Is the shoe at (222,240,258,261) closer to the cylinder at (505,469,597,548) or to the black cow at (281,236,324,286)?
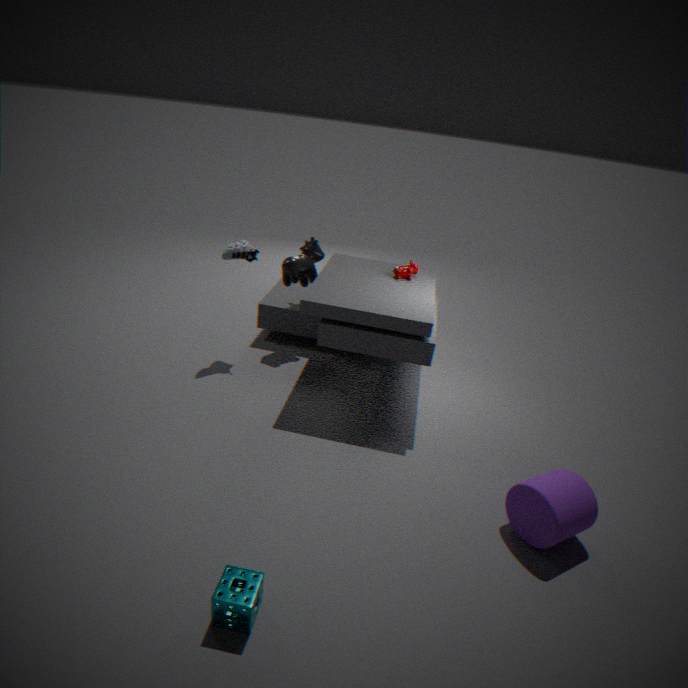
the black cow at (281,236,324,286)
